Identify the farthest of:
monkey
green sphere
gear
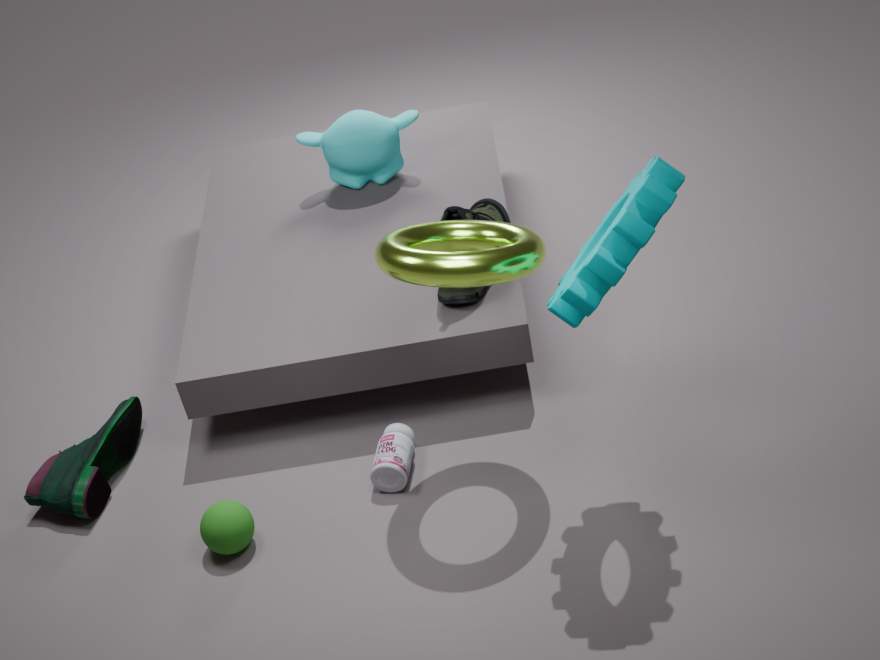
monkey
